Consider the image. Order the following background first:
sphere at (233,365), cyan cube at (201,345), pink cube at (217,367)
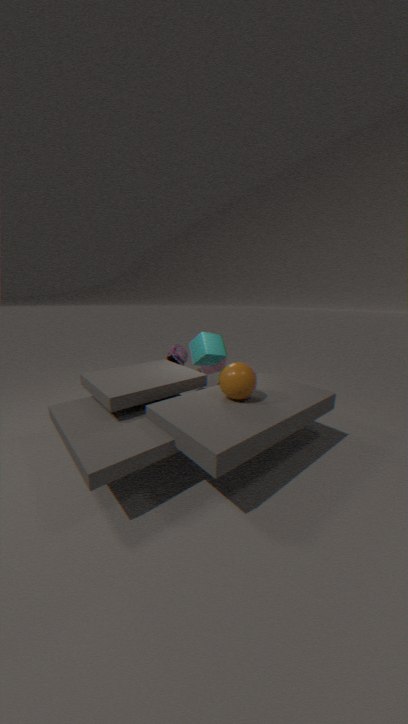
1. pink cube at (217,367)
2. cyan cube at (201,345)
3. sphere at (233,365)
